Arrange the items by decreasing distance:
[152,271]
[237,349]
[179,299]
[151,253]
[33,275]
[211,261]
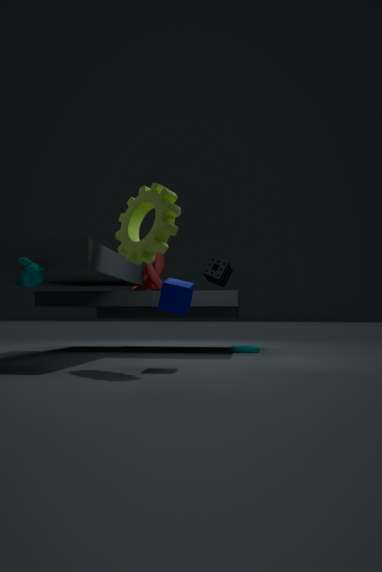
[152,271] → [237,349] → [211,261] → [151,253] → [179,299] → [33,275]
